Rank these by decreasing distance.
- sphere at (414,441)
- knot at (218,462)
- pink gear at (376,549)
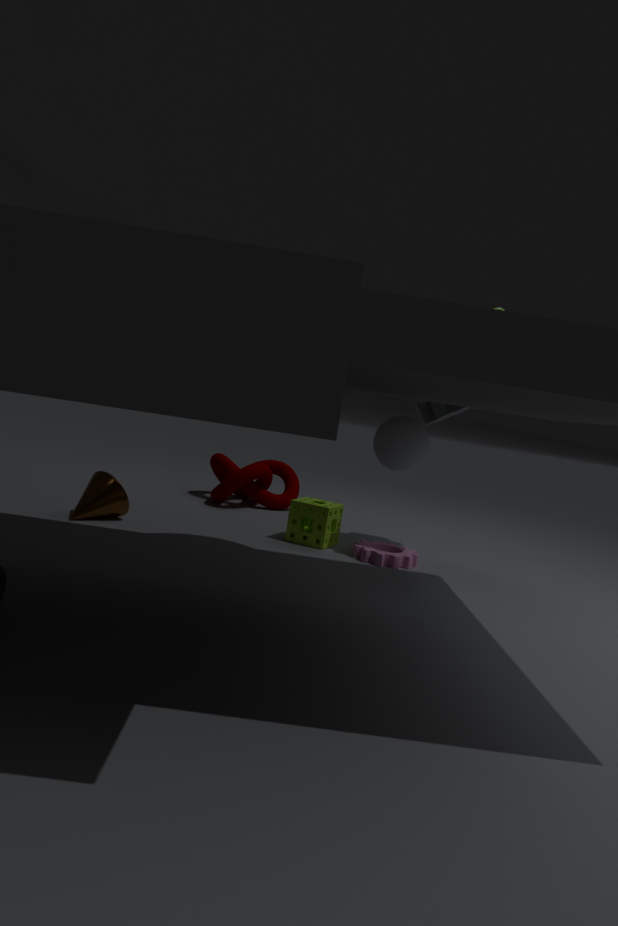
knot at (218,462) < pink gear at (376,549) < sphere at (414,441)
